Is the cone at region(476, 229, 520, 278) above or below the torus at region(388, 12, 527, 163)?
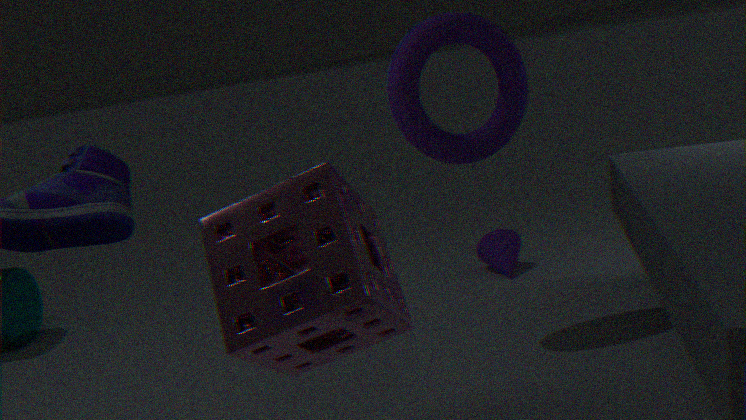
below
